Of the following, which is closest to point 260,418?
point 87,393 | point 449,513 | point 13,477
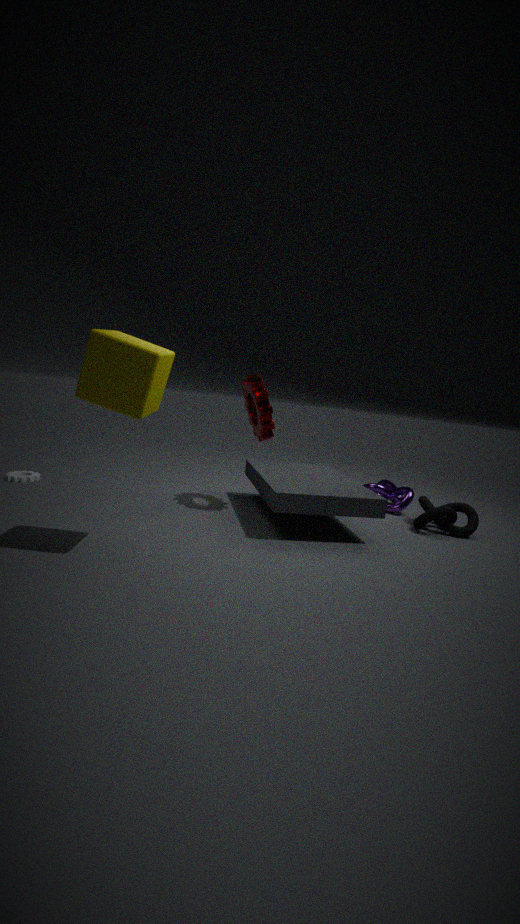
point 87,393
